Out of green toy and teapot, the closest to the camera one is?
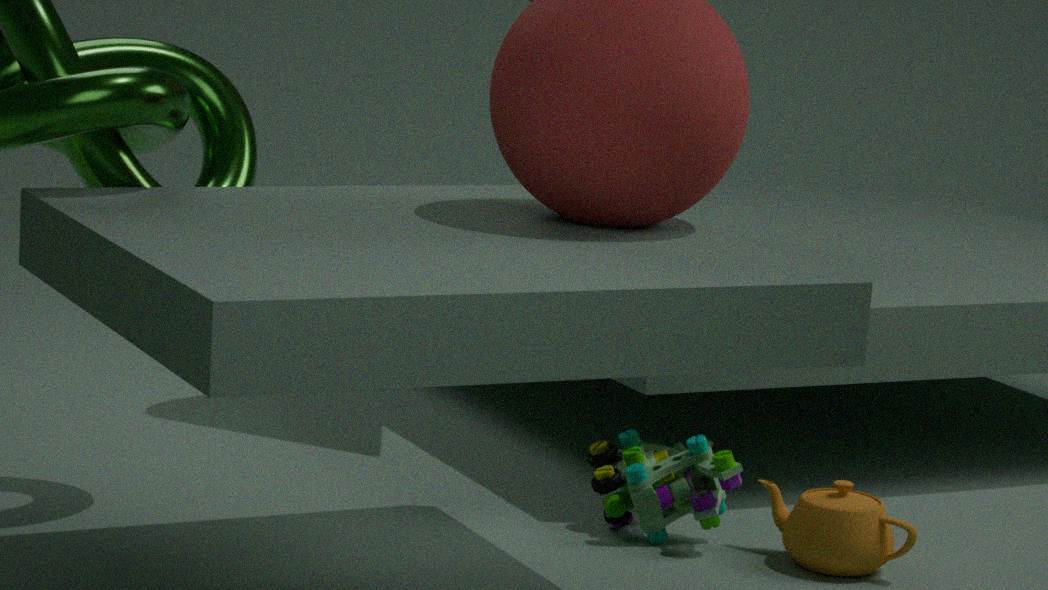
teapot
